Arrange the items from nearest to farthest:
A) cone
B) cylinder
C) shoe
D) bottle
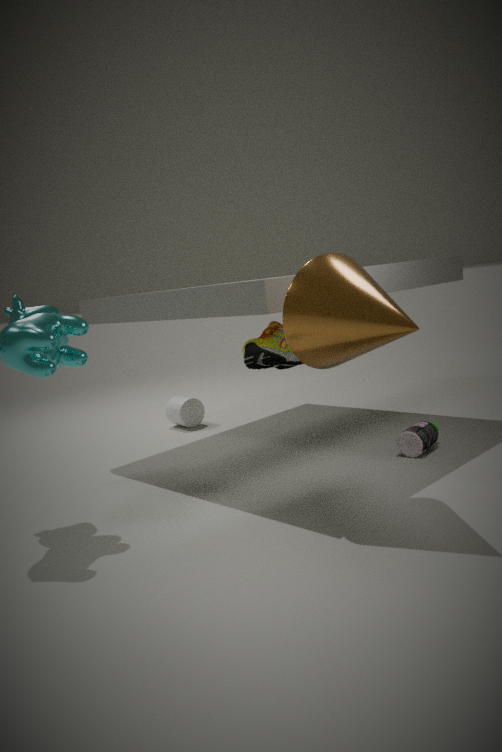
1. cone
2. bottle
3. shoe
4. cylinder
